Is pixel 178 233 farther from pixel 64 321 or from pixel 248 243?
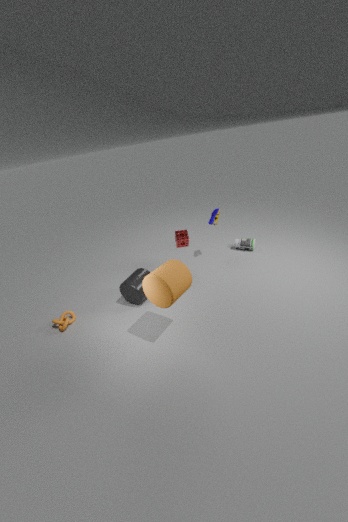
pixel 64 321
